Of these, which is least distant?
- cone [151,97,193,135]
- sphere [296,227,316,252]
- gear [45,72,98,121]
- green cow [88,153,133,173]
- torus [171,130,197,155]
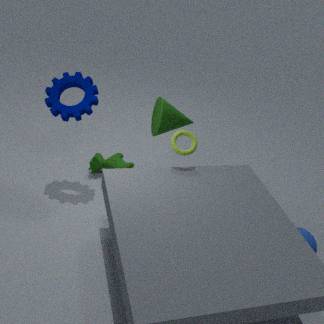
sphere [296,227,316,252]
